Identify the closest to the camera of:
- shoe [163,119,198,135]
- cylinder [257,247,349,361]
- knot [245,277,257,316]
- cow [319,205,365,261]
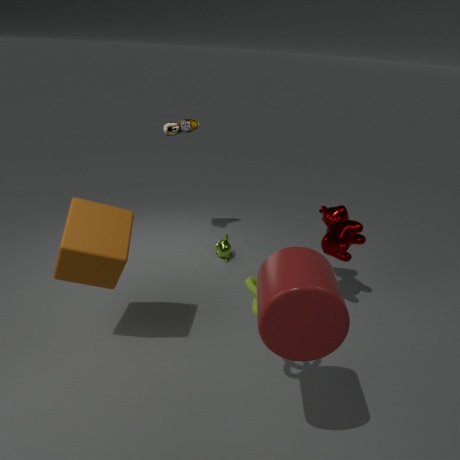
cylinder [257,247,349,361]
